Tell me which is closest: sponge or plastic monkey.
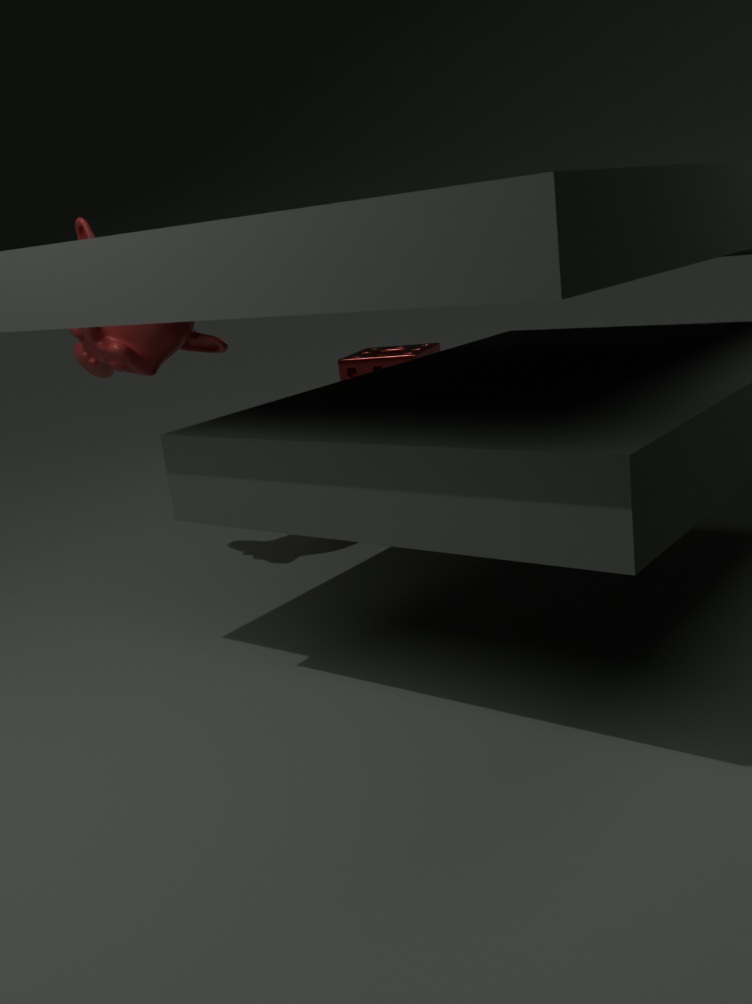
plastic monkey
